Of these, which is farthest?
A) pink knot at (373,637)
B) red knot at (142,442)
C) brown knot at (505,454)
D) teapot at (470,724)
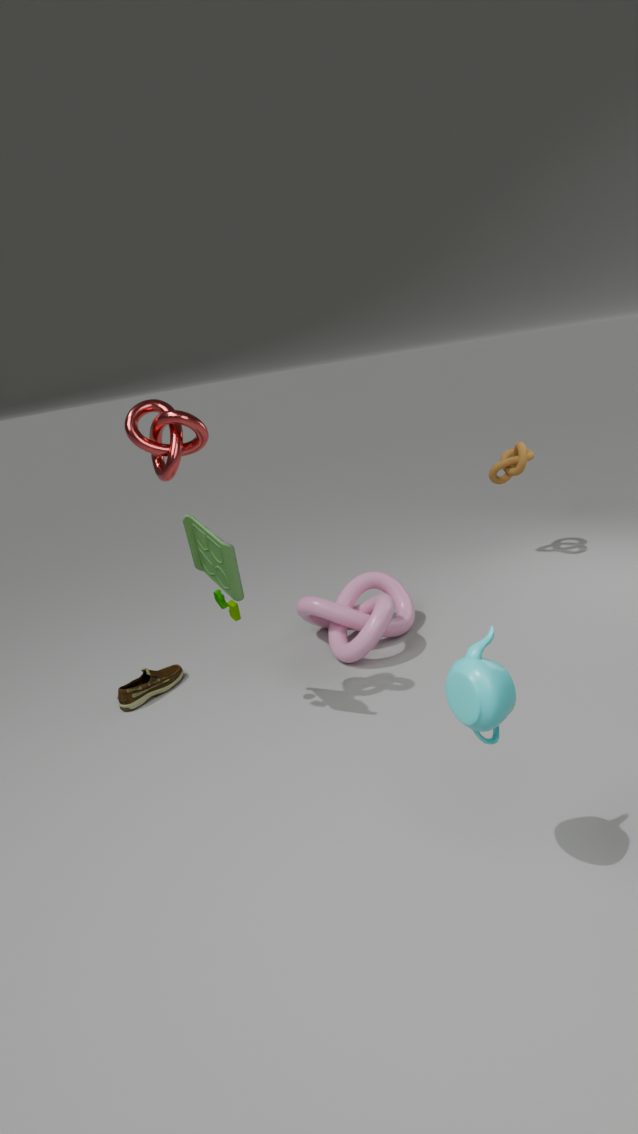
brown knot at (505,454)
